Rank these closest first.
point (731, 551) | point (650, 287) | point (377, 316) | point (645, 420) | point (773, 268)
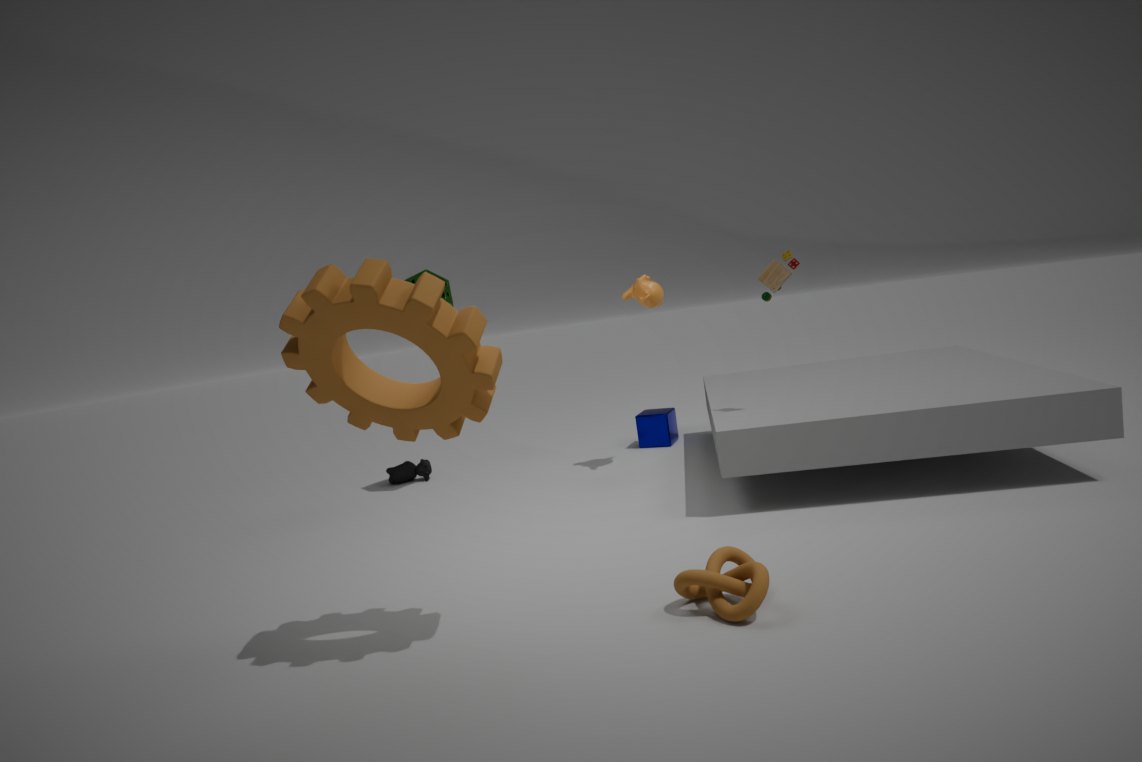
point (377, 316), point (731, 551), point (773, 268), point (650, 287), point (645, 420)
